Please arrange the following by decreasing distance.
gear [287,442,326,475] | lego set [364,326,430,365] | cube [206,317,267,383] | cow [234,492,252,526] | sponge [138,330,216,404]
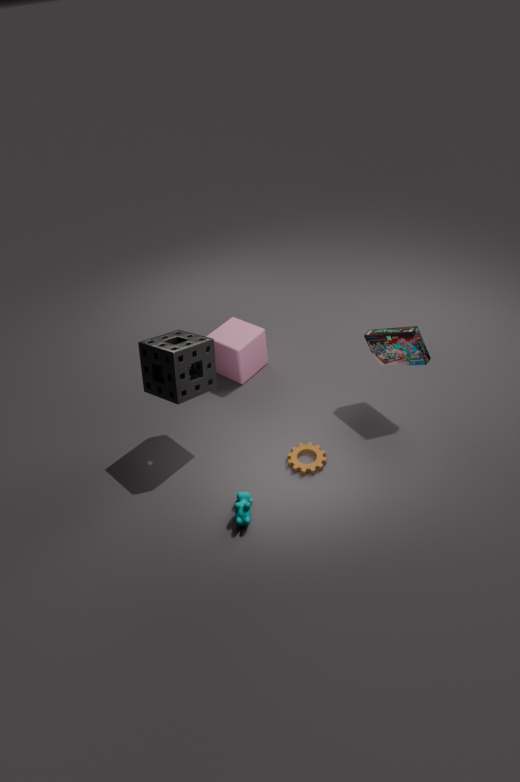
1. cube [206,317,267,383]
2. gear [287,442,326,475]
3. lego set [364,326,430,365]
4. sponge [138,330,216,404]
5. cow [234,492,252,526]
